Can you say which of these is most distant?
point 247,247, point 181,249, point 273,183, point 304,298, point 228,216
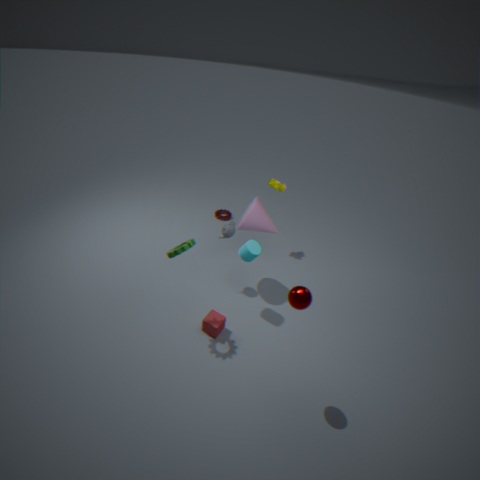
point 228,216
